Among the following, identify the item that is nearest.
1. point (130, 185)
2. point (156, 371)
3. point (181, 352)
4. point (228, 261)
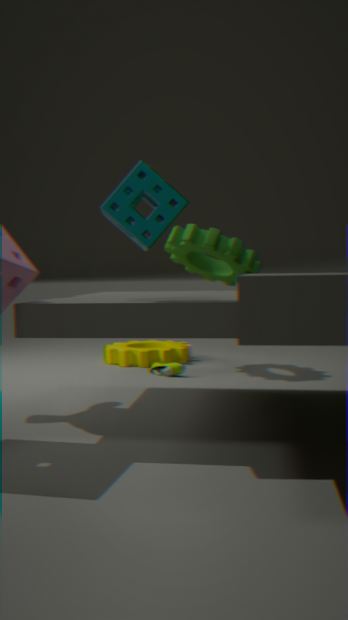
point (130, 185)
